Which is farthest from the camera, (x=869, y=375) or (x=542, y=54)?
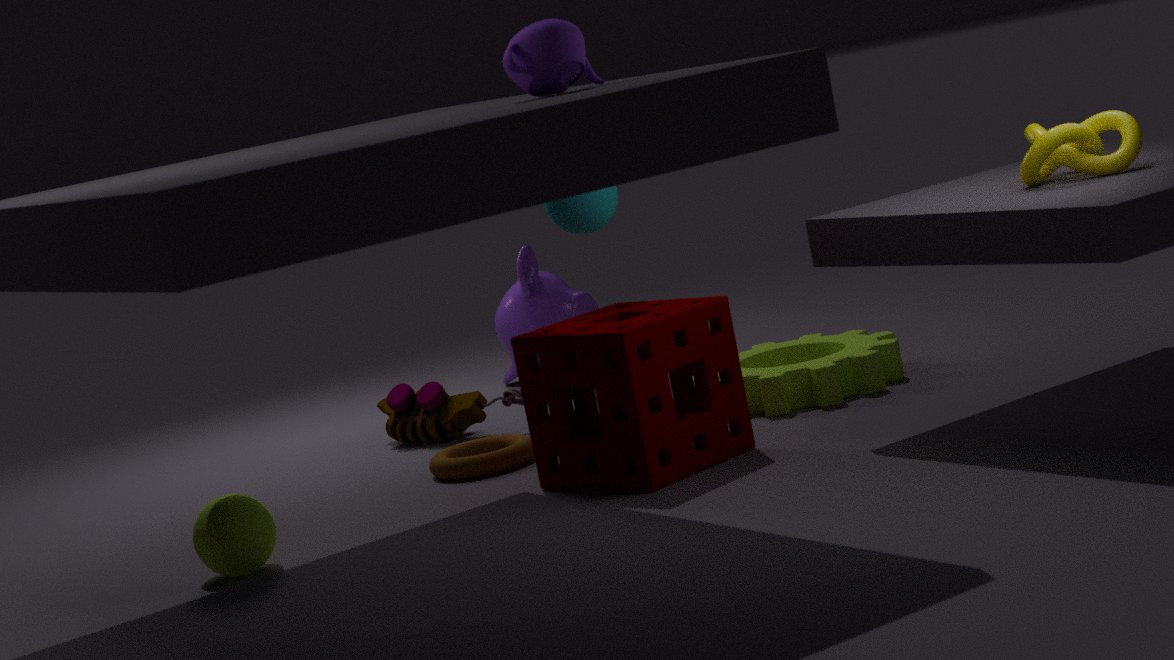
(x=869, y=375)
